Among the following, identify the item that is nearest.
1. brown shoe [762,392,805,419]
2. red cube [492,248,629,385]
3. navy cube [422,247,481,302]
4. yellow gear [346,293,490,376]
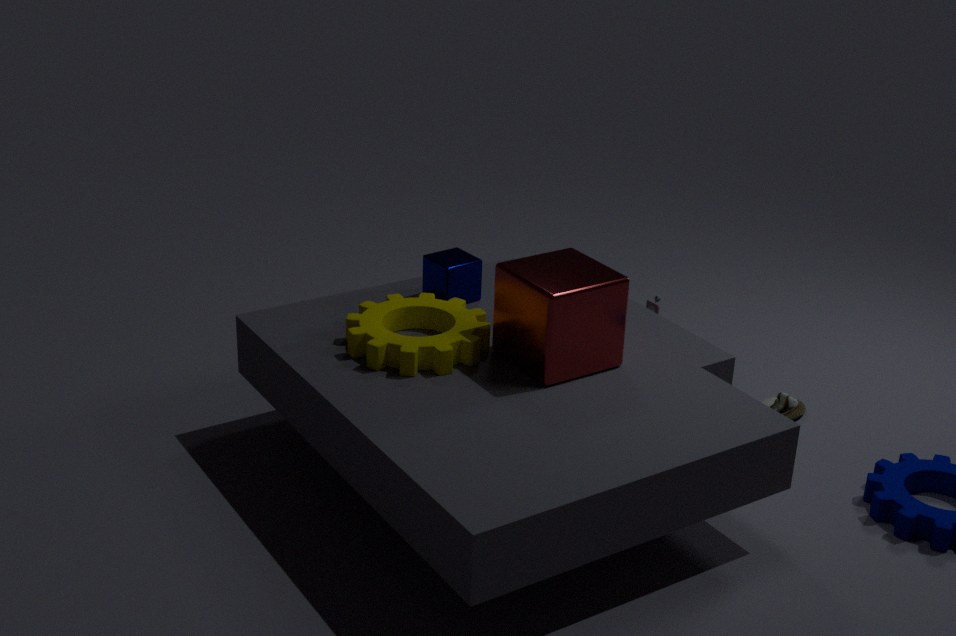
red cube [492,248,629,385]
